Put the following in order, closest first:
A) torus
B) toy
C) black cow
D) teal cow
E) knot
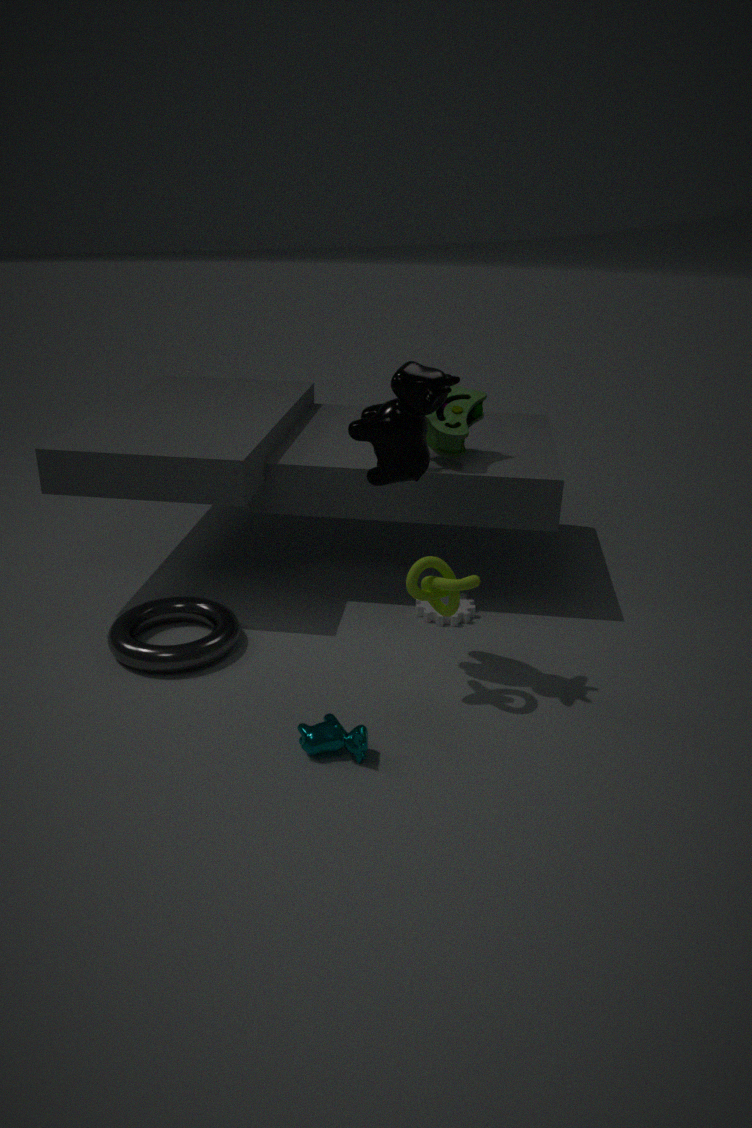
teal cow
black cow
knot
torus
toy
